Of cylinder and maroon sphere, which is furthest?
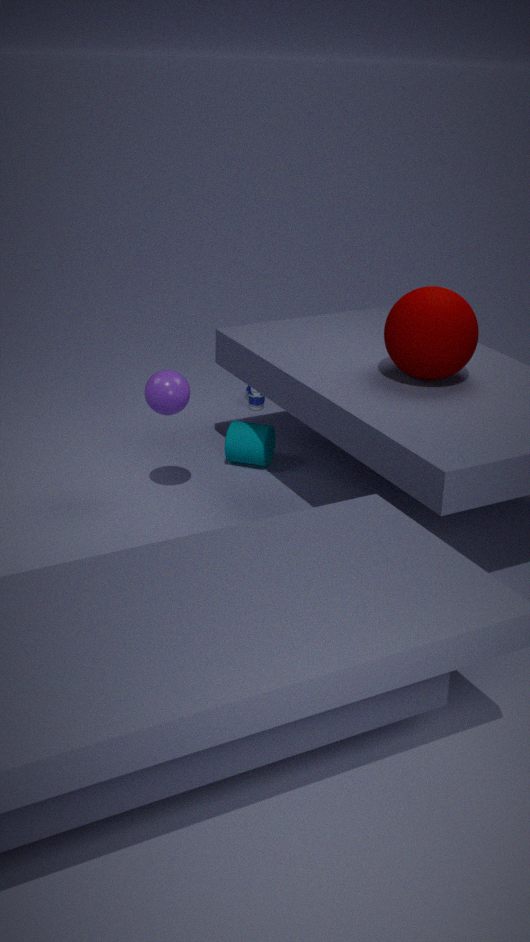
cylinder
